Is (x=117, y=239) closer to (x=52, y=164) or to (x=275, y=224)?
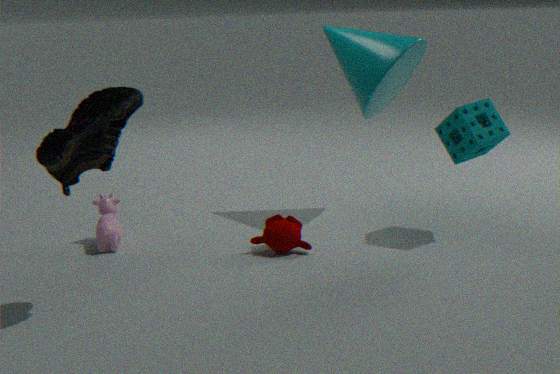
(x=275, y=224)
